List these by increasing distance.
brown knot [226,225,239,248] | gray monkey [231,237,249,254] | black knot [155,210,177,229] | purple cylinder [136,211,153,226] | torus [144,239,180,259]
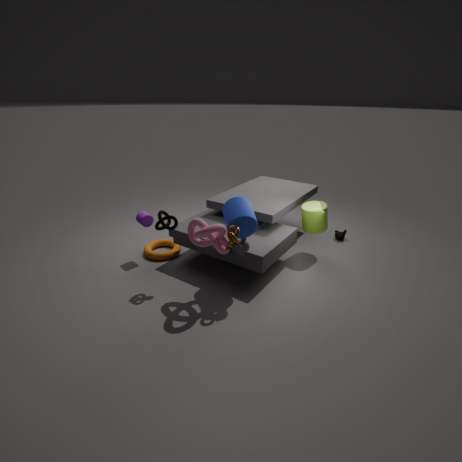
brown knot [226,225,239,248], gray monkey [231,237,249,254], black knot [155,210,177,229], purple cylinder [136,211,153,226], torus [144,239,180,259]
